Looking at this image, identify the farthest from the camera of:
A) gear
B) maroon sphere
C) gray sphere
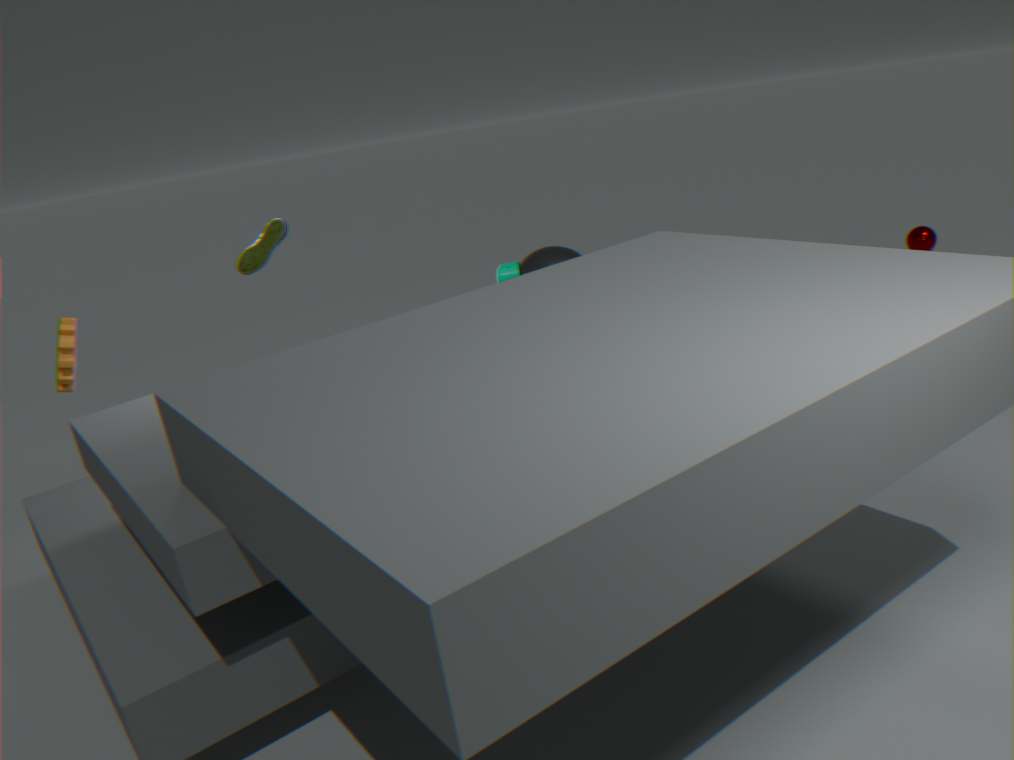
maroon sphere
